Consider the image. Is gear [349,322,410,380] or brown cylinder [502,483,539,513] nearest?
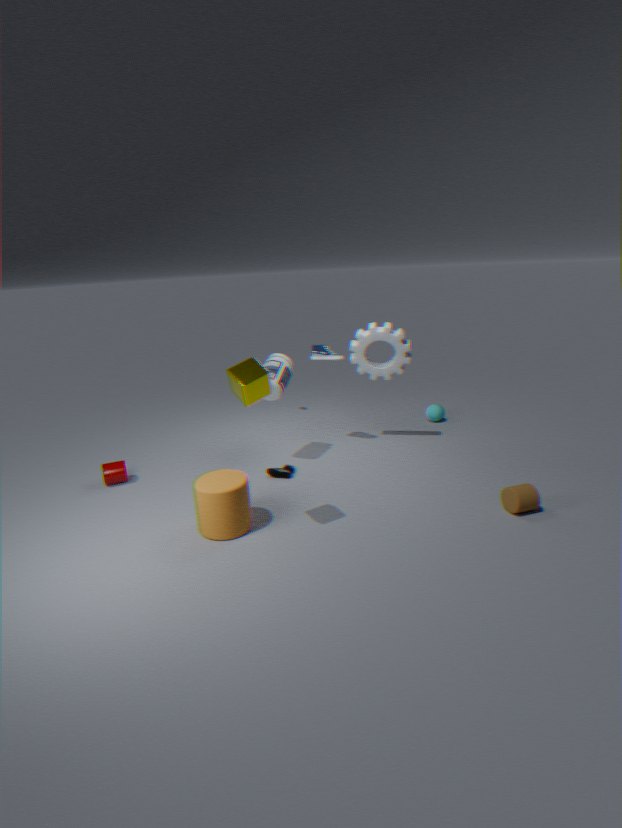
brown cylinder [502,483,539,513]
